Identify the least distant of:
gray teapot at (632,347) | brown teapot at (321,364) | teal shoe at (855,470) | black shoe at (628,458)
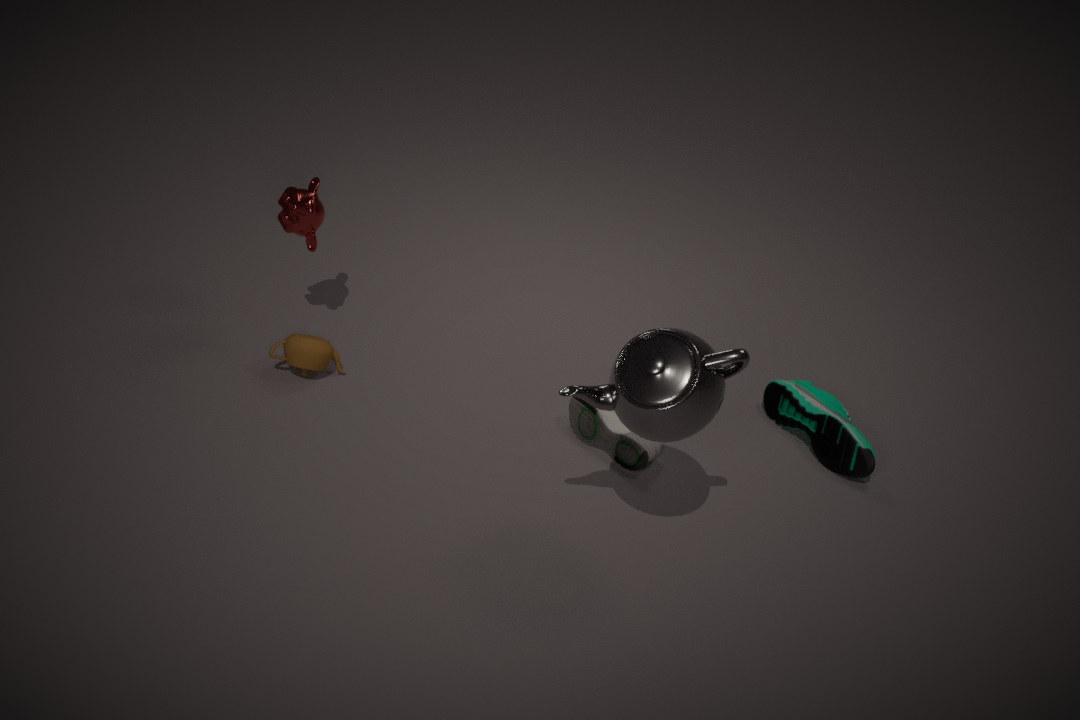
gray teapot at (632,347)
